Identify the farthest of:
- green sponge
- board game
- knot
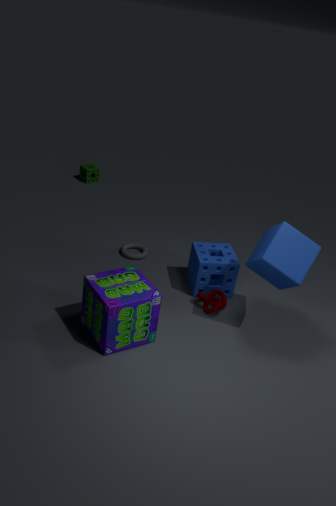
green sponge
